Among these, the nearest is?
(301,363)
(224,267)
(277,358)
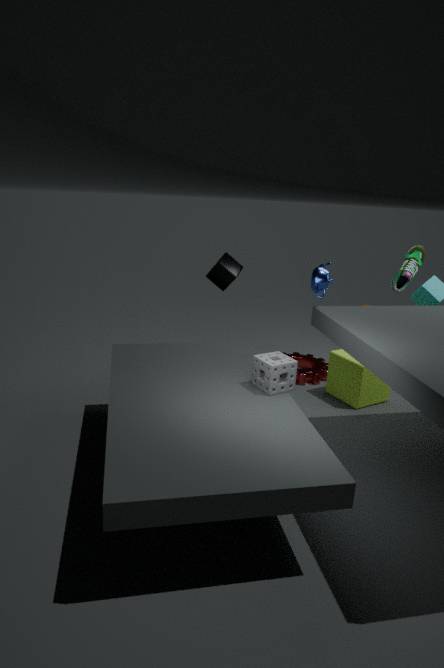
(277,358)
